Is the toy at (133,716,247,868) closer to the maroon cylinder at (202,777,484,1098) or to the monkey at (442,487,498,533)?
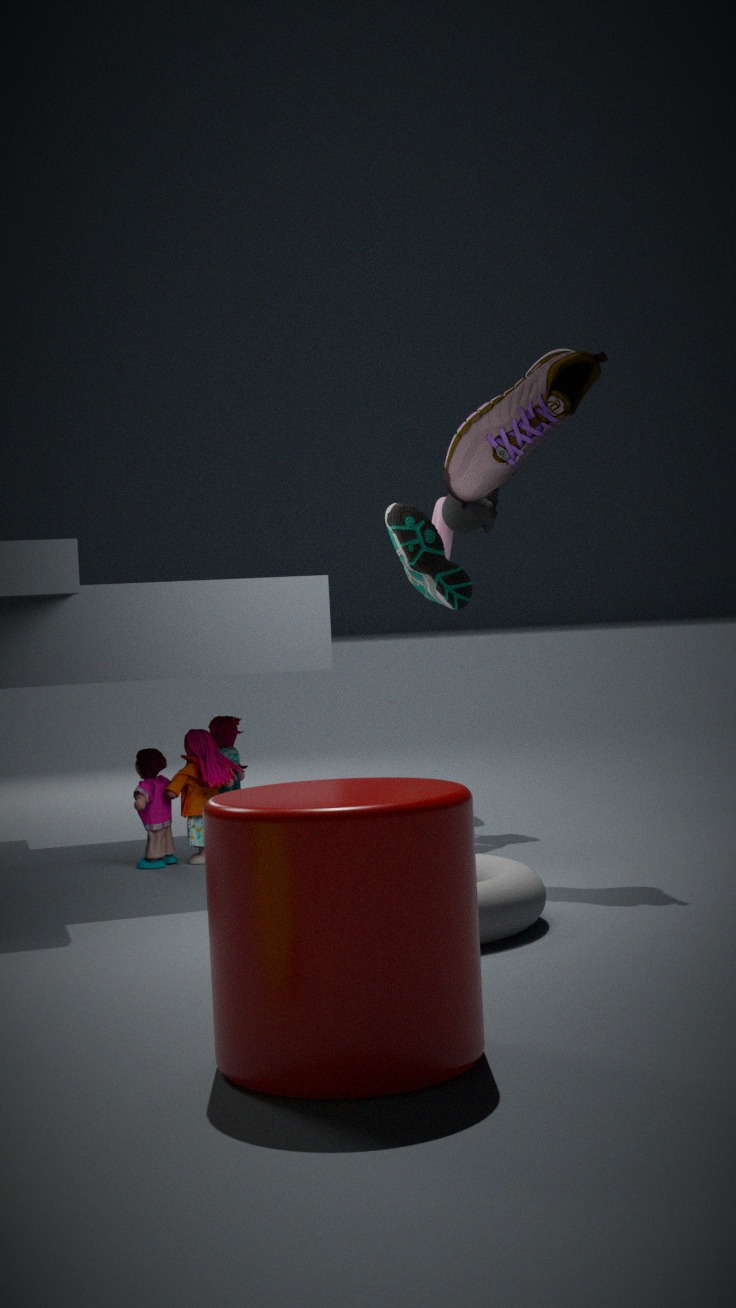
the monkey at (442,487,498,533)
